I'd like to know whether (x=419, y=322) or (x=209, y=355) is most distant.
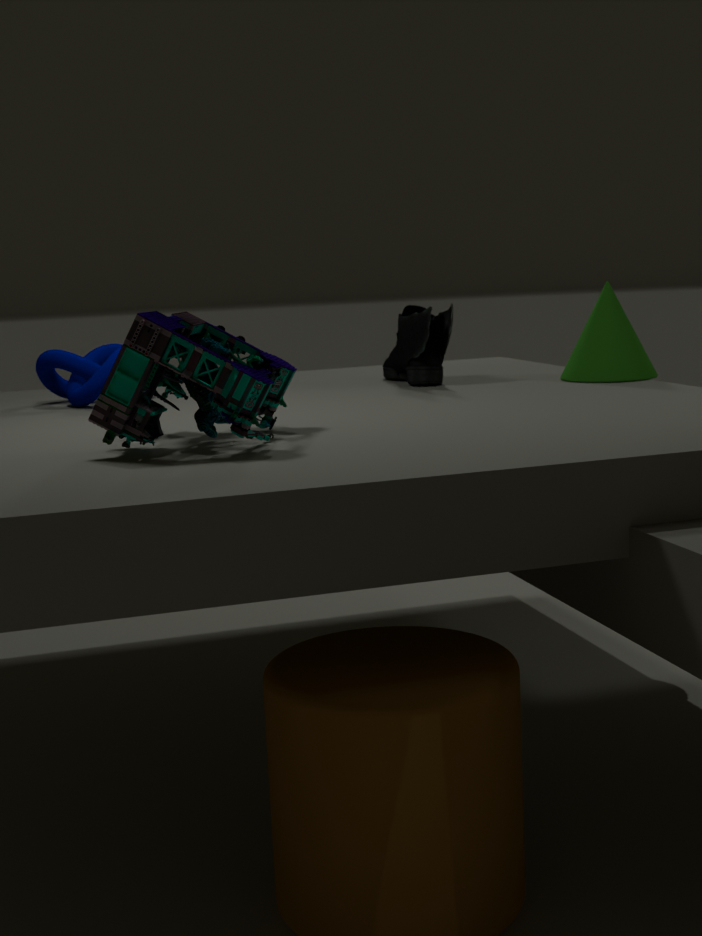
(x=419, y=322)
